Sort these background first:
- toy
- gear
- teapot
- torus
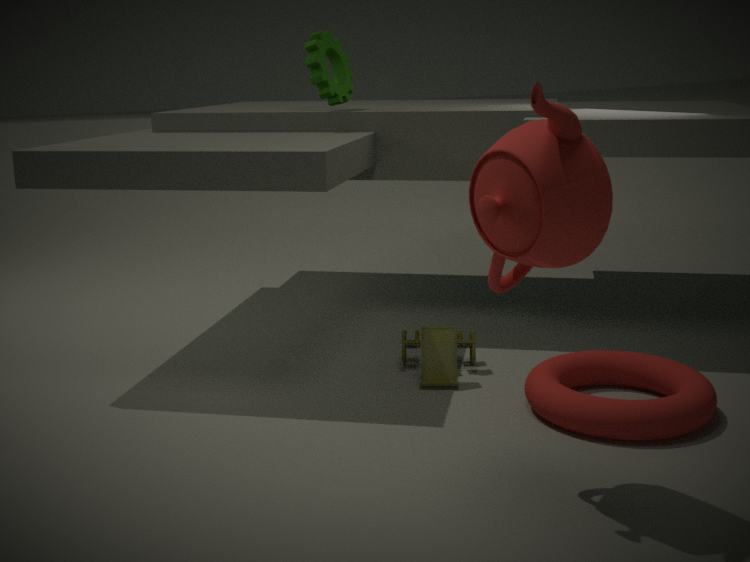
gear, toy, torus, teapot
